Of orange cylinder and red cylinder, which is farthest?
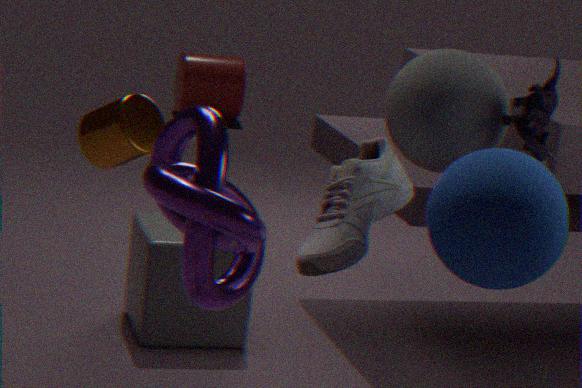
red cylinder
